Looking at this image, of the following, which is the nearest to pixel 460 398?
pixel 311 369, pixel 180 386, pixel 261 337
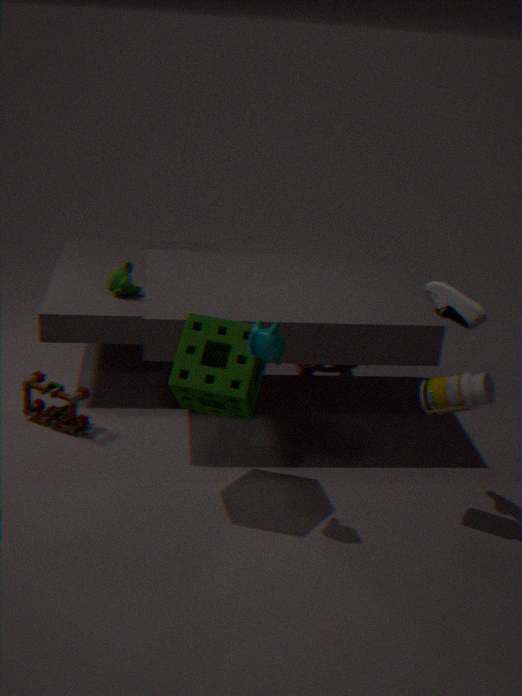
pixel 261 337
